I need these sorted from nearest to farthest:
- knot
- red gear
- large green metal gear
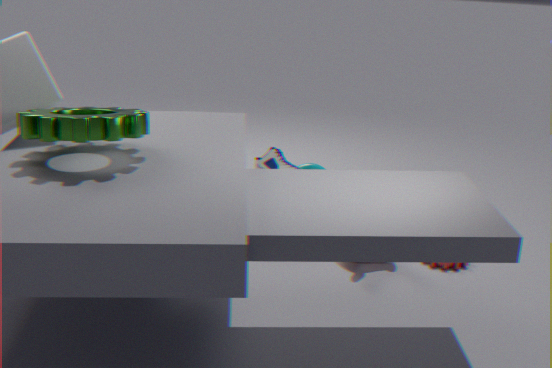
large green metal gear
red gear
knot
